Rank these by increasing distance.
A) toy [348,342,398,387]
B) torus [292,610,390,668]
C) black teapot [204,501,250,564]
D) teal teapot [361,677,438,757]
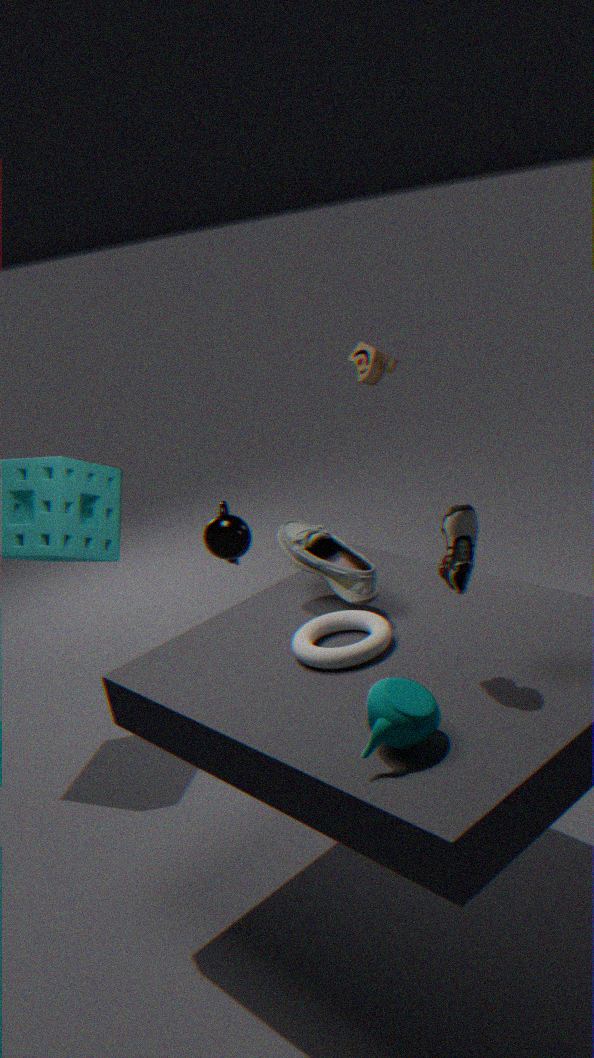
teal teapot [361,677,438,757] < torus [292,610,390,668] < black teapot [204,501,250,564] < toy [348,342,398,387]
